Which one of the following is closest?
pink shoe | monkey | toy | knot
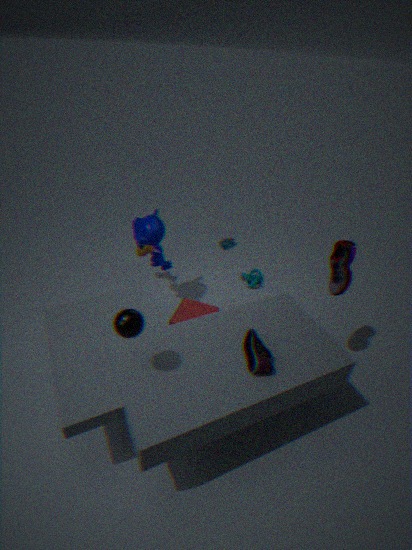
pink shoe
